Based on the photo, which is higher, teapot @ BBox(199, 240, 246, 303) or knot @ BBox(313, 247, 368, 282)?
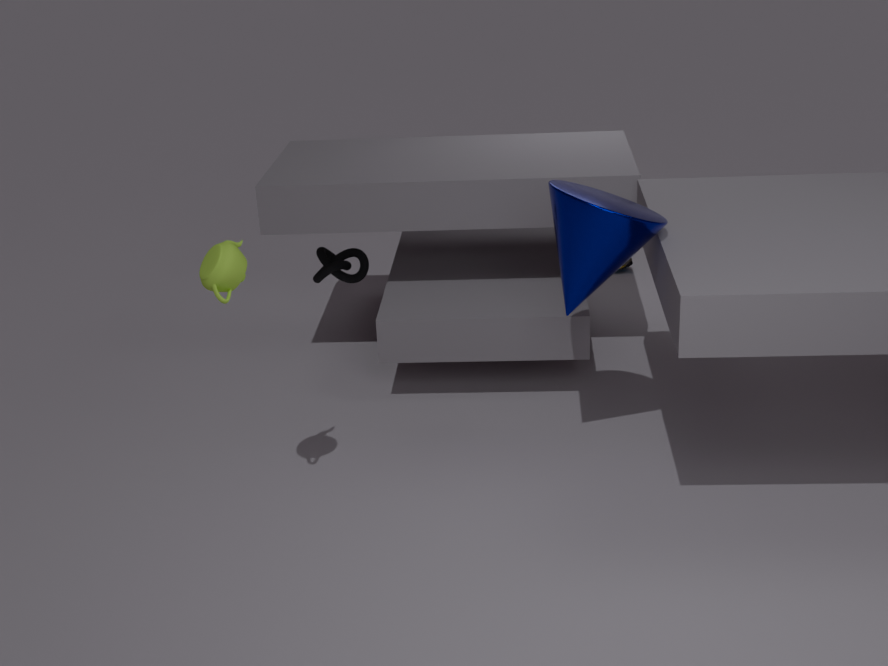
teapot @ BBox(199, 240, 246, 303)
